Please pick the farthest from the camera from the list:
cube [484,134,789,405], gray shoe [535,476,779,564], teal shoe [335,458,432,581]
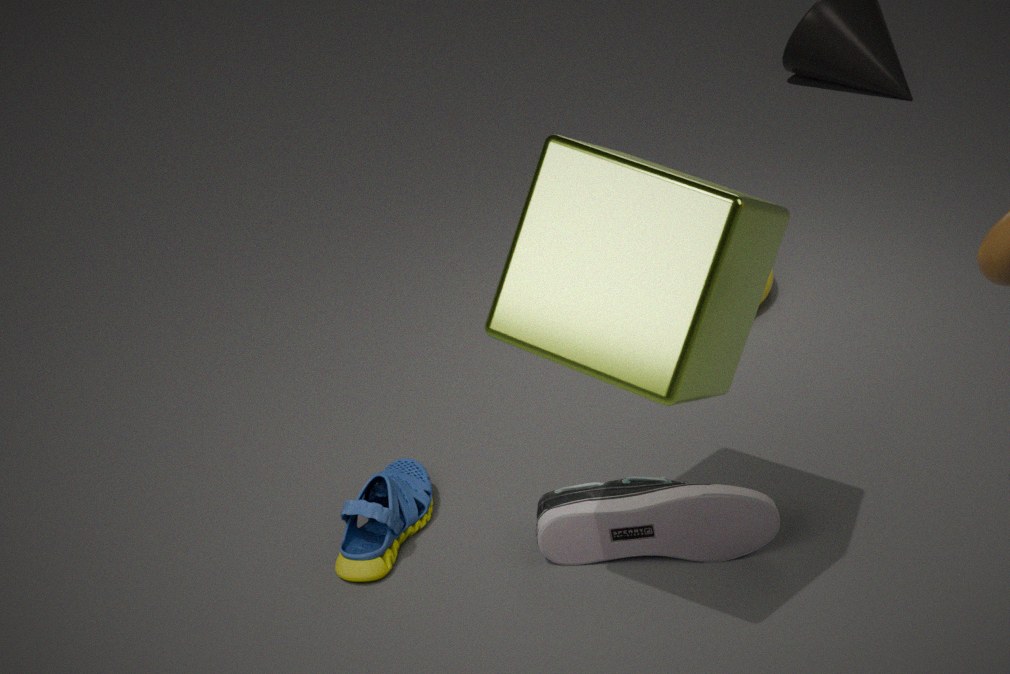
teal shoe [335,458,432,581]
